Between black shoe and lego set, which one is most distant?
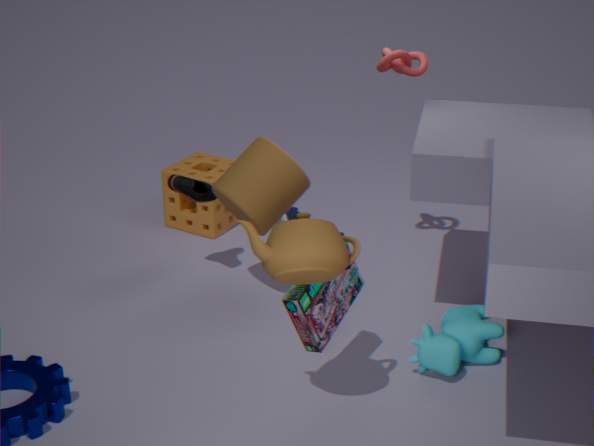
black shoe
